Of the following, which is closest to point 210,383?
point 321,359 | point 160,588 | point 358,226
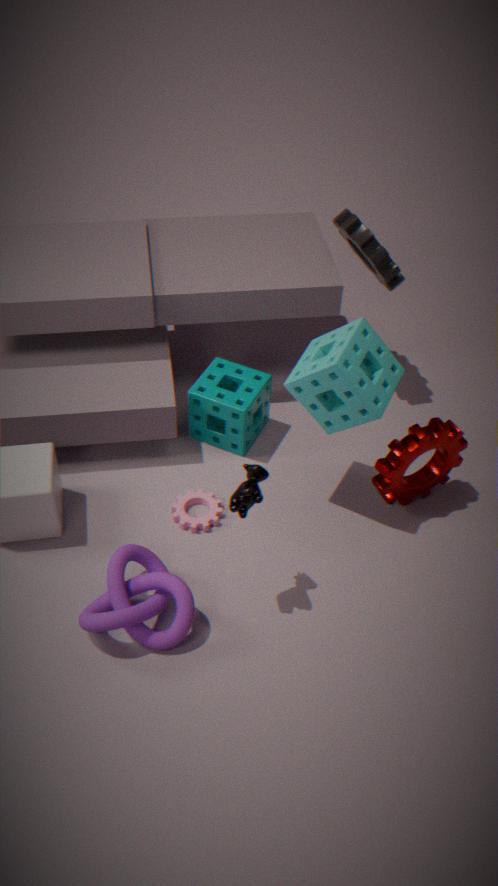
point 321,359
